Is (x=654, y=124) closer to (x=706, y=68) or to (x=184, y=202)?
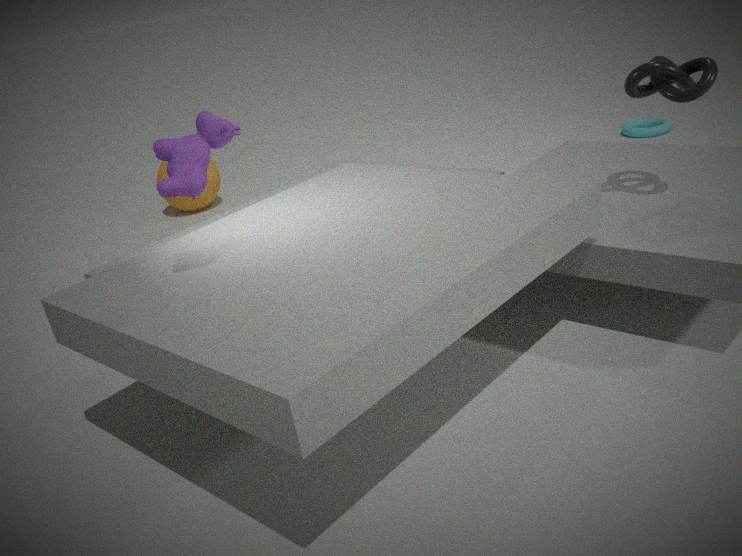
(x=706, y=68)
